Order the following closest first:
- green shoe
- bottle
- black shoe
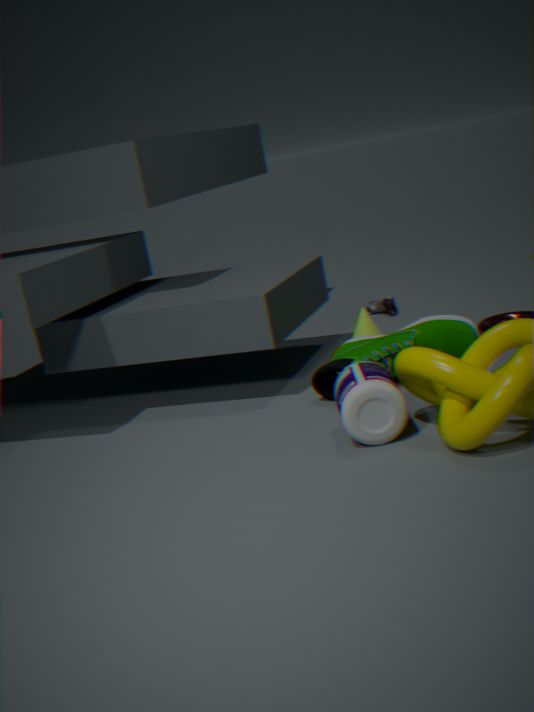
bottle, green shoe, black shoe
